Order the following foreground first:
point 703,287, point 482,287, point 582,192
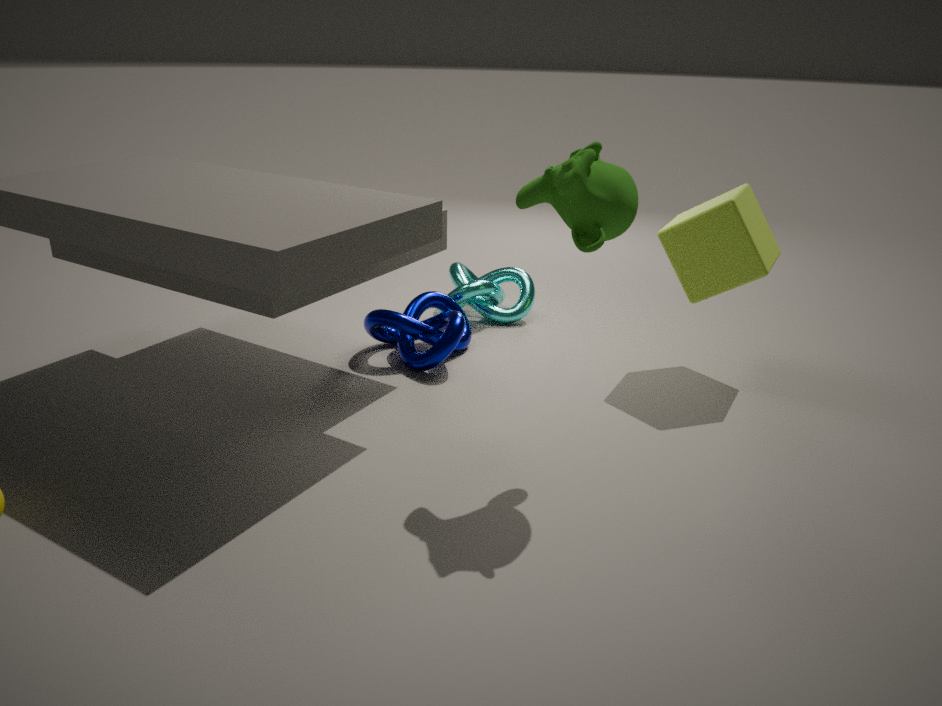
point 582,192
point 703,287
point 482,287
